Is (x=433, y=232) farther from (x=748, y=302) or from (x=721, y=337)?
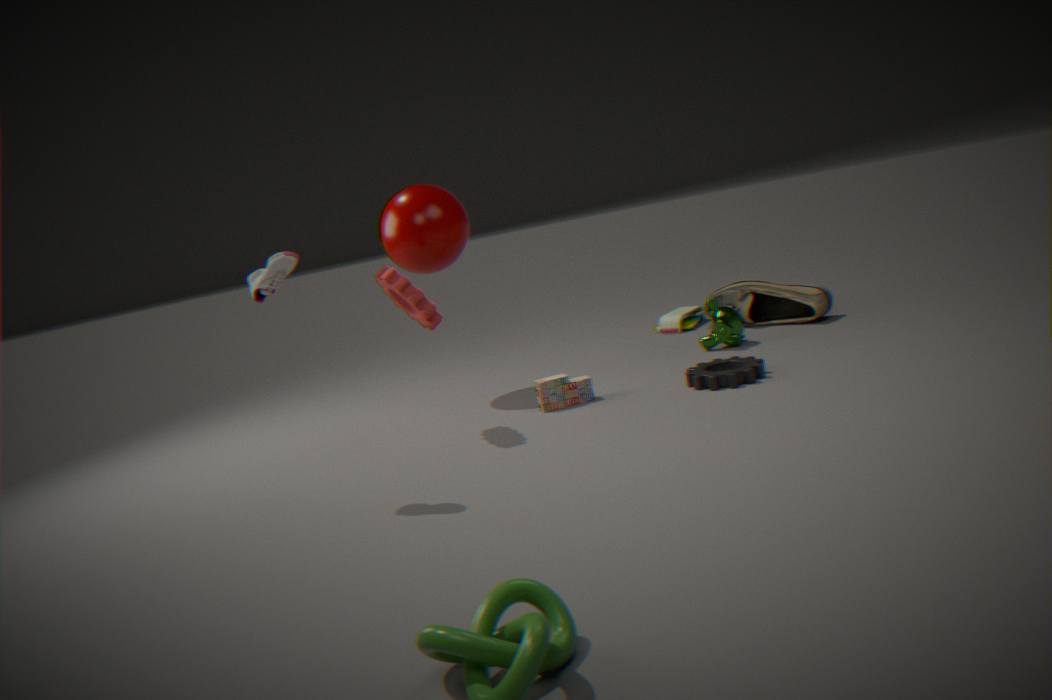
(x=748, y=302)
